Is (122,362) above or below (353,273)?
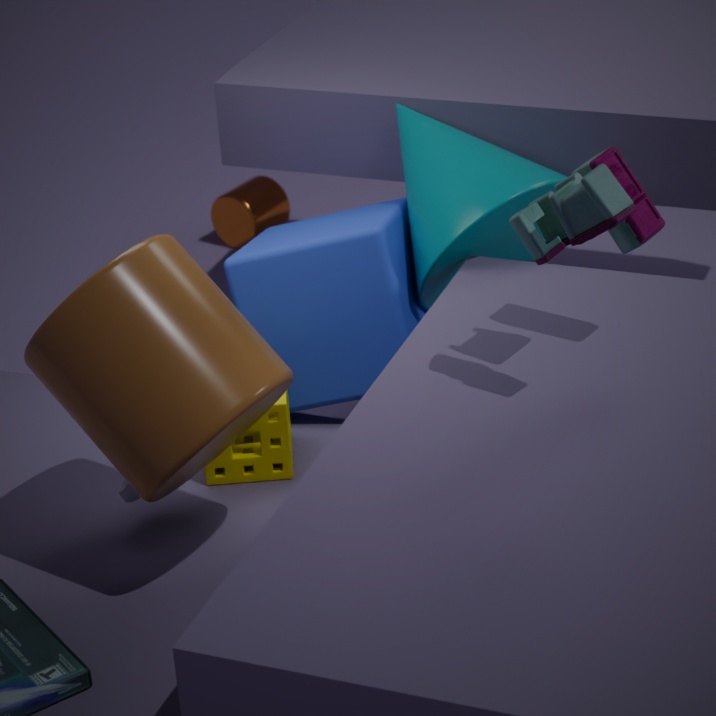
above
